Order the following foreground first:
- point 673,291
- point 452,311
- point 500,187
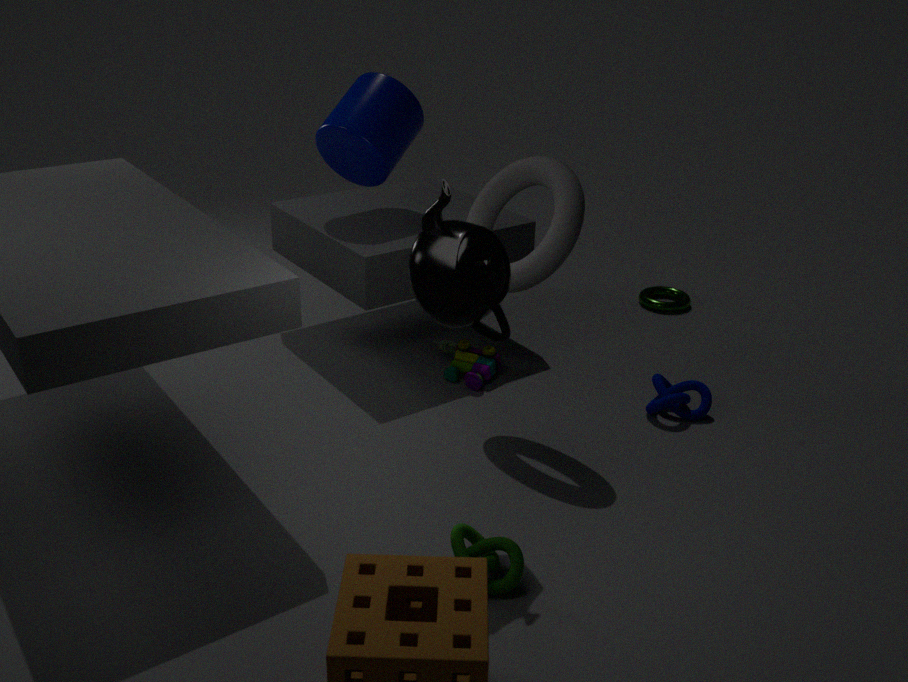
point 452,311, point 500,187, point 673,291
